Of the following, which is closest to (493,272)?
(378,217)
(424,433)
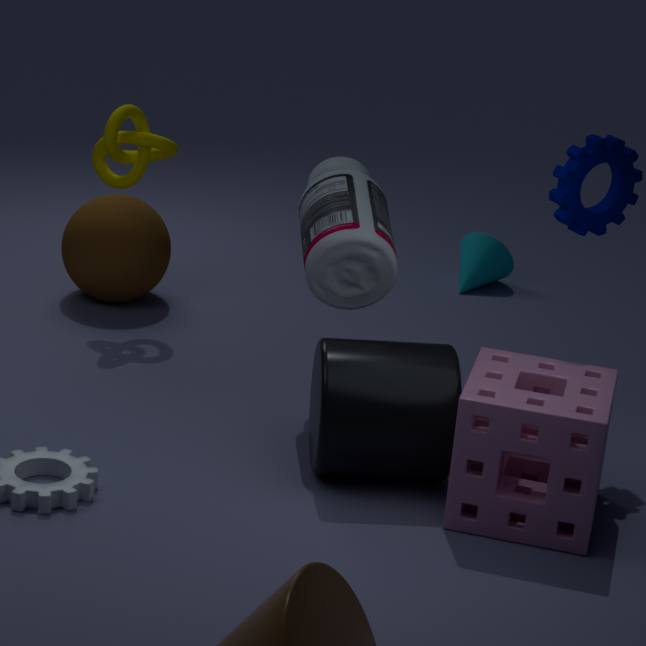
(378,217)
